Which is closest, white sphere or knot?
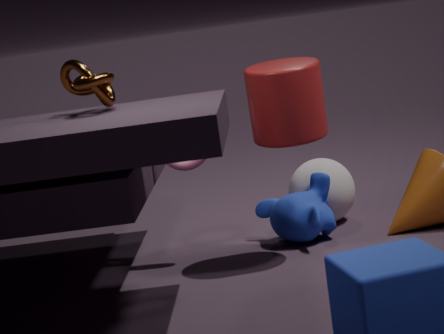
knot
